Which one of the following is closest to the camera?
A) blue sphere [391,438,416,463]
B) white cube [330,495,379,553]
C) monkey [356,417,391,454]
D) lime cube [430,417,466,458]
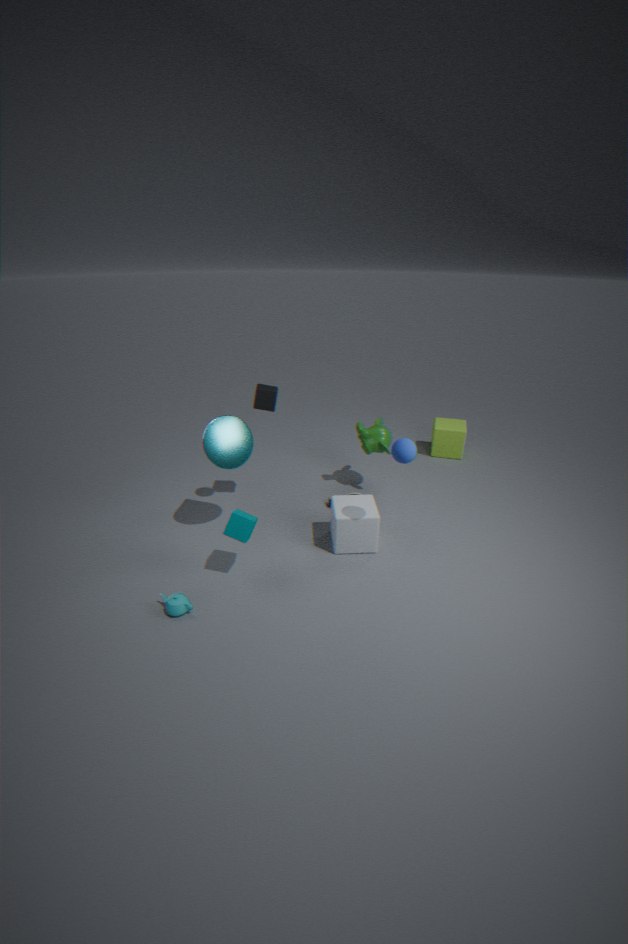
blue sphere [391,438,416,463]
